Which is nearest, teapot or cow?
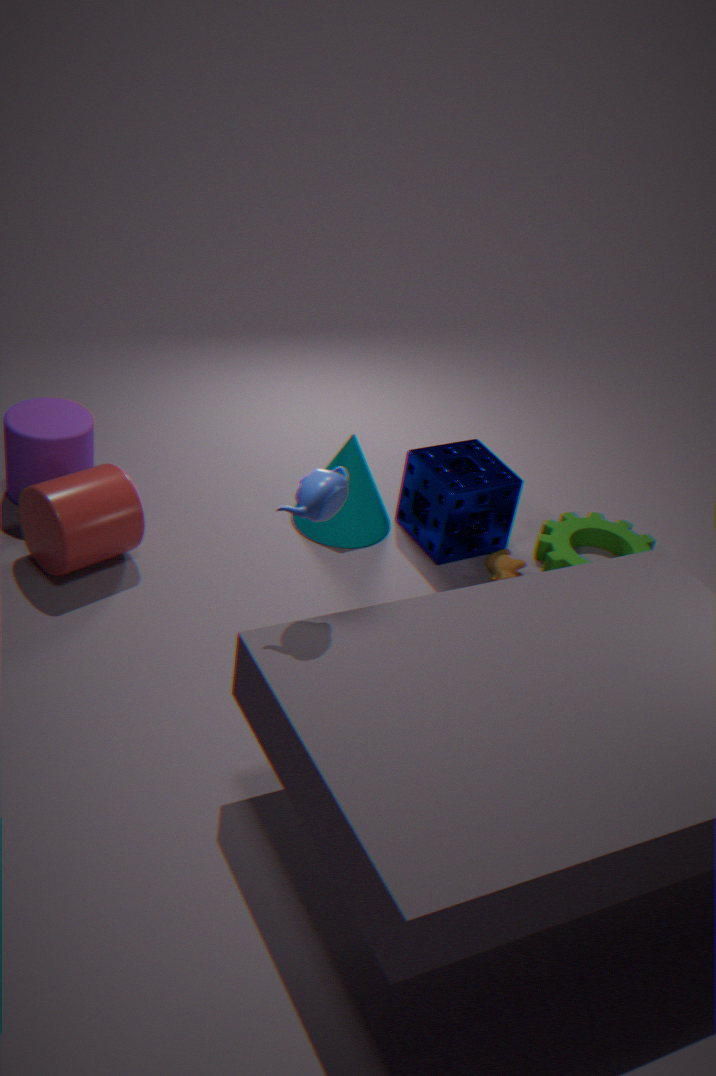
teapot
